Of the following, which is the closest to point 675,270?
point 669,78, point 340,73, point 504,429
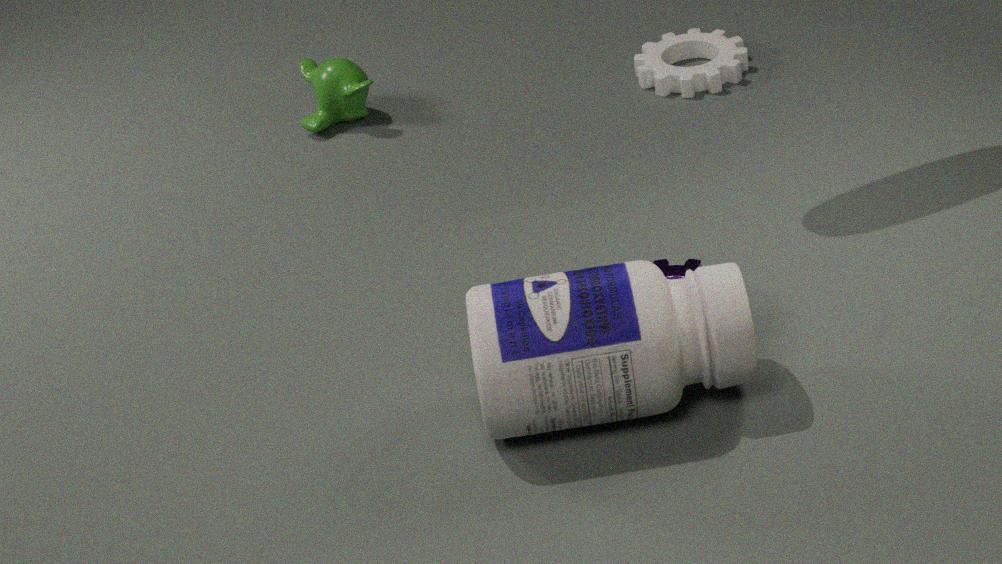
point 504,429
